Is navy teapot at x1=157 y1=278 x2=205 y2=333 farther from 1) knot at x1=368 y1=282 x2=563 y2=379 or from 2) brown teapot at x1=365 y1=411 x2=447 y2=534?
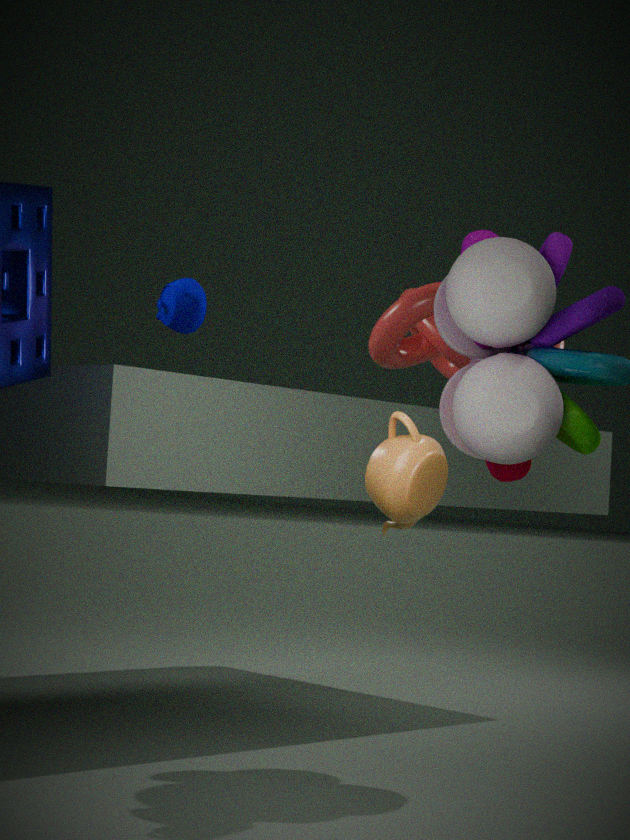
2) brown teapot at x1=365 y1=411 x2=447 y2=534
